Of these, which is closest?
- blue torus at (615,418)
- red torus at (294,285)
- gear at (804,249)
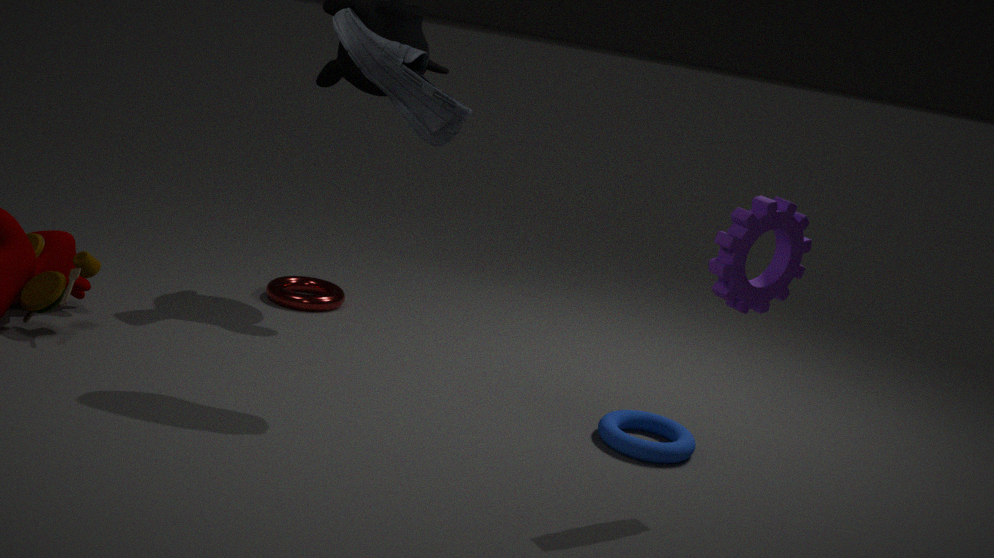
gear at (804,249)
